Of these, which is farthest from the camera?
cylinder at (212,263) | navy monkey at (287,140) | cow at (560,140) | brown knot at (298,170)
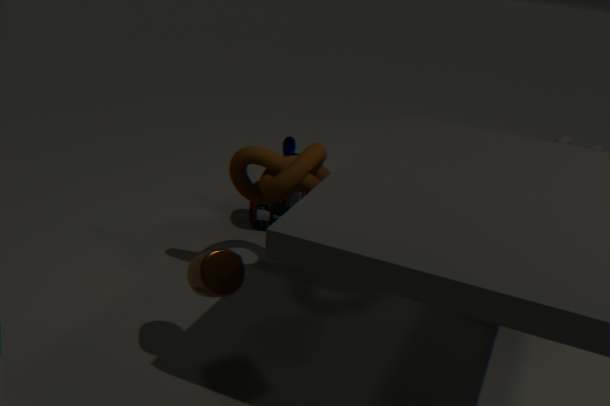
navy monkey at (287,140)
